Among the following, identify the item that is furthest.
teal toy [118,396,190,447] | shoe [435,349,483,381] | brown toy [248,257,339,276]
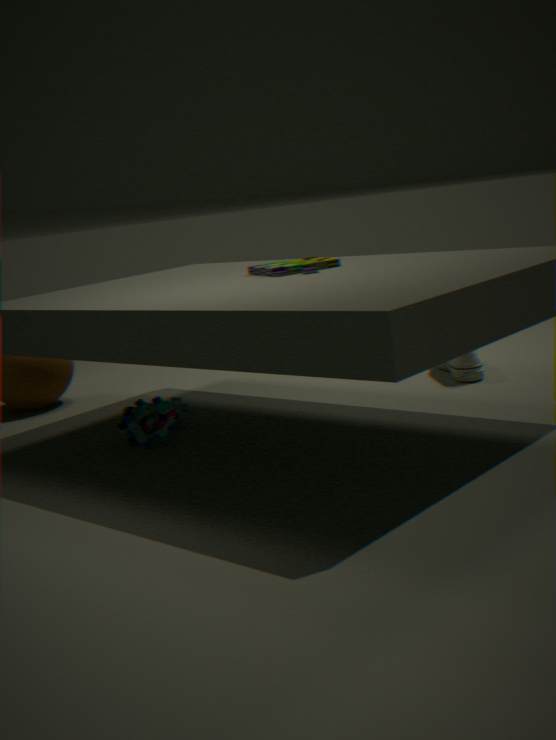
shoe [435,349,483,381]
